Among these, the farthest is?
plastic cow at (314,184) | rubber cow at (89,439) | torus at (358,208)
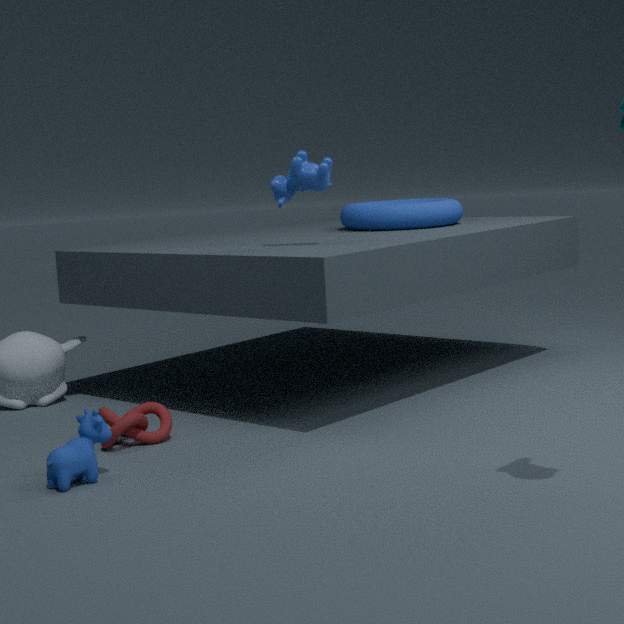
torus at (358,208)
